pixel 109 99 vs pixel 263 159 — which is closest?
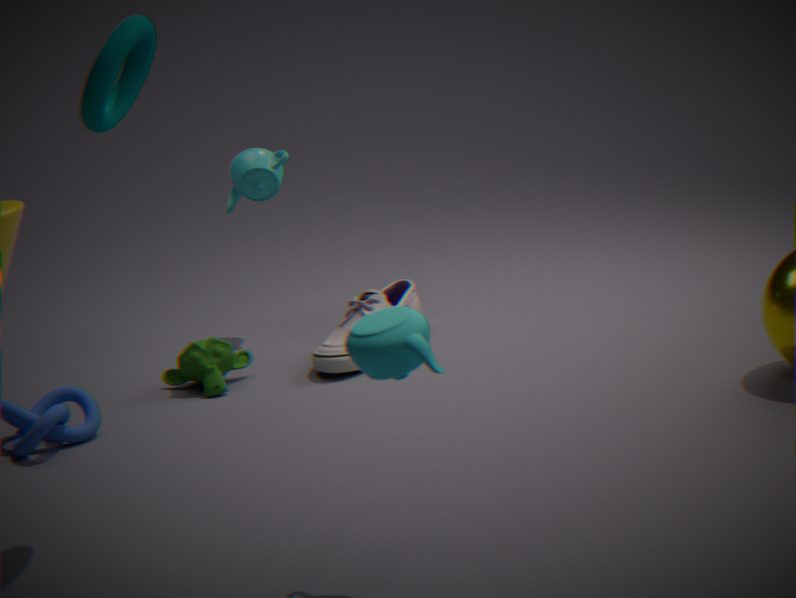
pixel 109 99
